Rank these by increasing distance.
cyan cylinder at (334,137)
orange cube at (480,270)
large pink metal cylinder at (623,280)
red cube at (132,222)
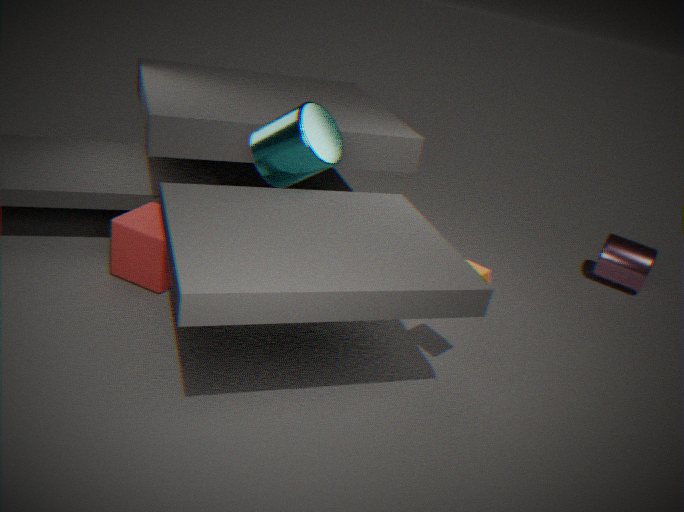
orange cube at (480,270) → cyan cylinder at (334,137) → red cube at (132,222) → large pink metal cylinder at (623,280)
